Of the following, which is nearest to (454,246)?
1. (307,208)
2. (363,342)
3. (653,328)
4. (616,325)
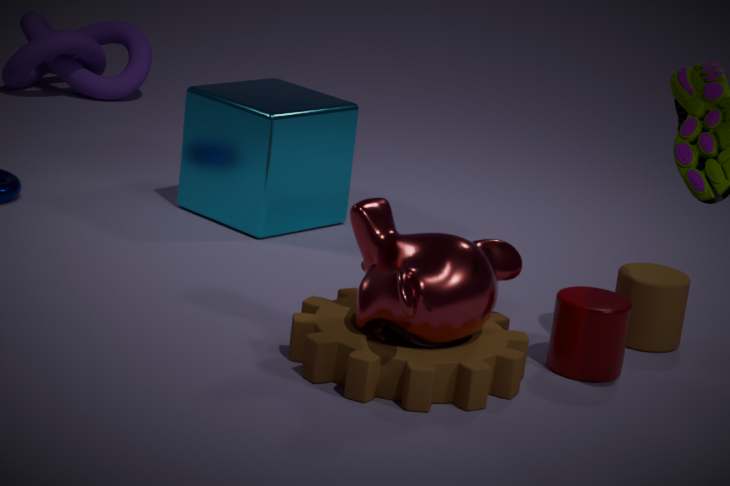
(363,342)
